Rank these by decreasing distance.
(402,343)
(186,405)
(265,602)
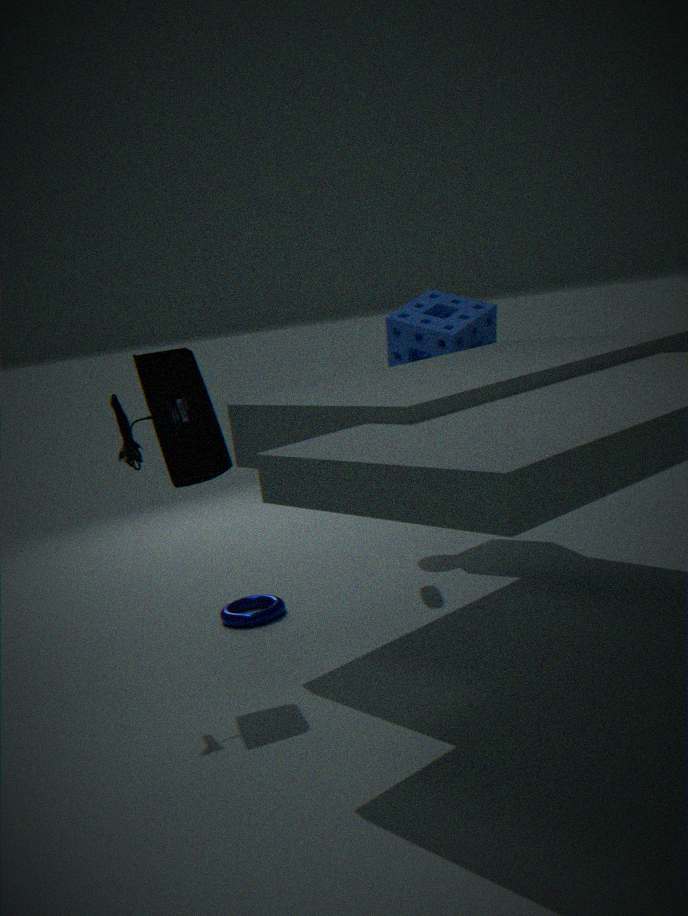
(402,343), (265,602), (186,405)
